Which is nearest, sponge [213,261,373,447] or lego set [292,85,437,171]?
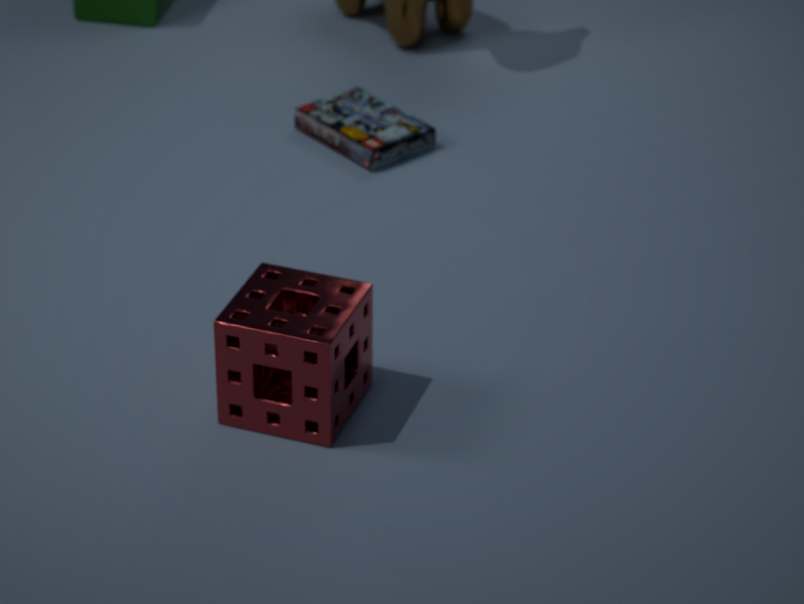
sponge [213,261,373,447]
